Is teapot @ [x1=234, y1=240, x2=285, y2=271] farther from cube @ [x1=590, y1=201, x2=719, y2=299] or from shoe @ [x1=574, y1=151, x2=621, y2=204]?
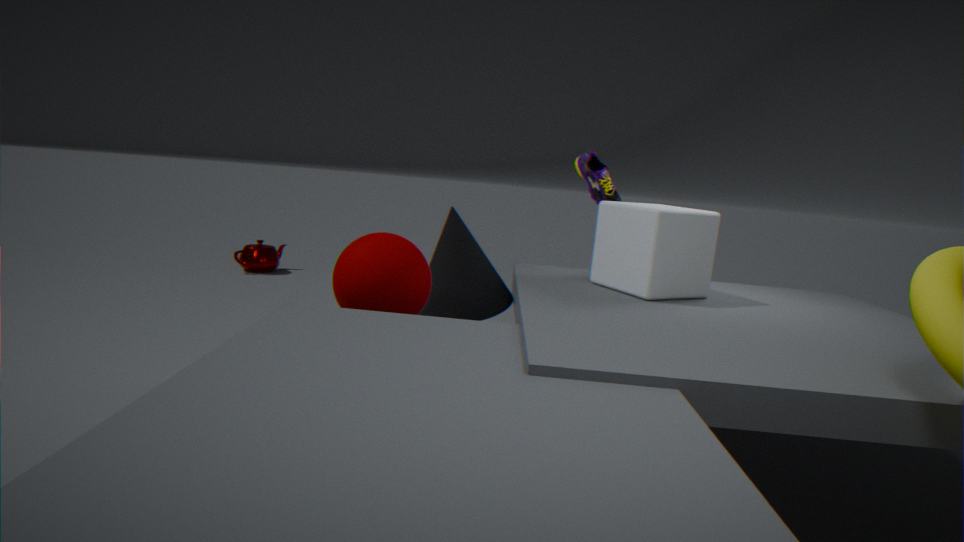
cube @ [x1=590, y1=201, x2=719, y2=299]
